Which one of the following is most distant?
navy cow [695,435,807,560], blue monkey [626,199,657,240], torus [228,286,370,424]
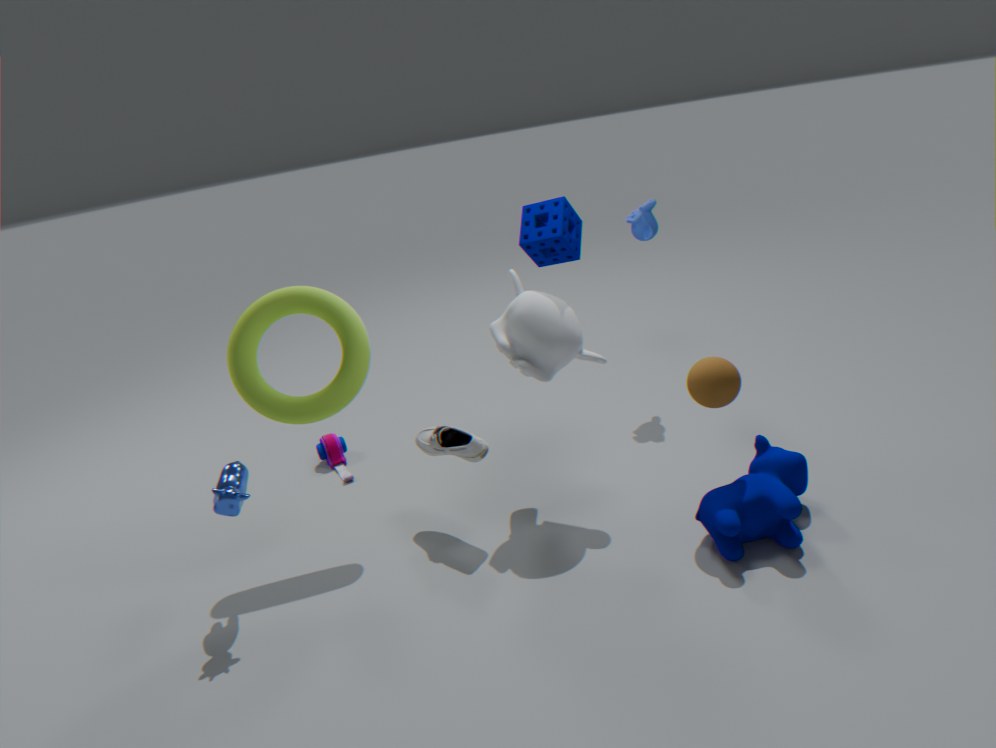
blue monkey [626,199,657,240]
